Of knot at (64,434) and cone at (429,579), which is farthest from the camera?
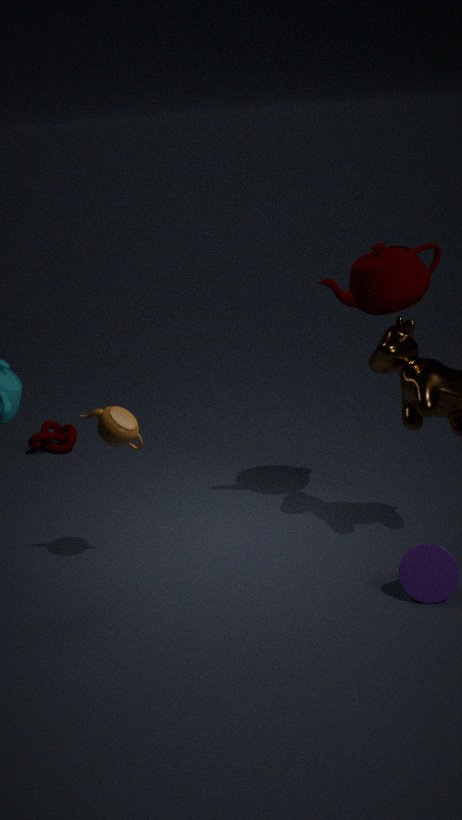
knot at (64,434)
